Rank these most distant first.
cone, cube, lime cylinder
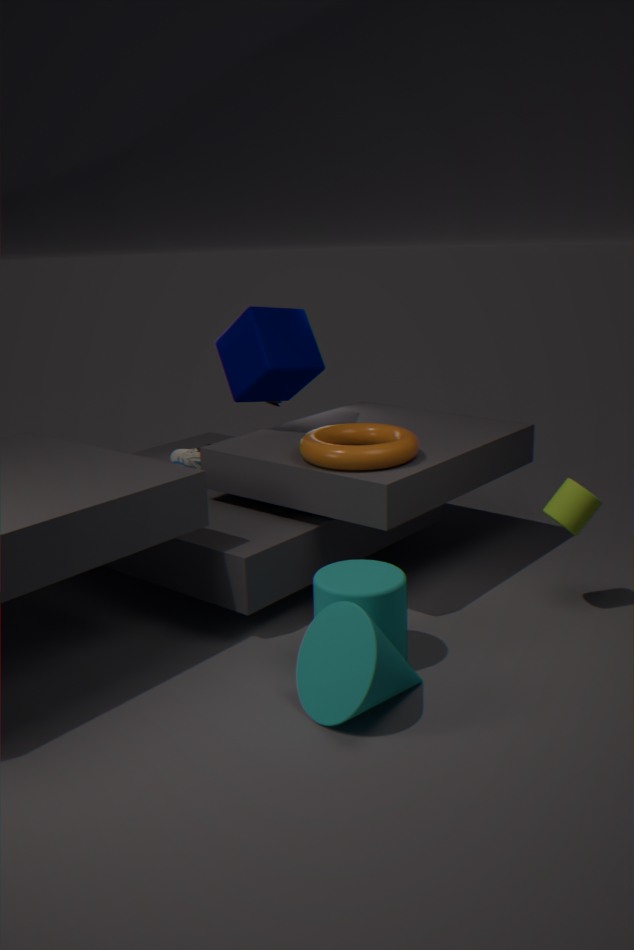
cube
lime cylinder
cone
